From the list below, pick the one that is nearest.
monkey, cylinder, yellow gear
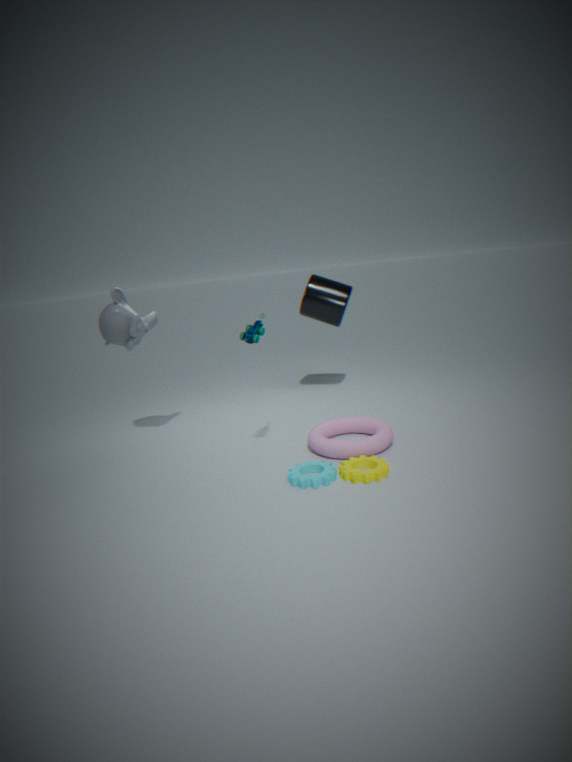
yellow gear
